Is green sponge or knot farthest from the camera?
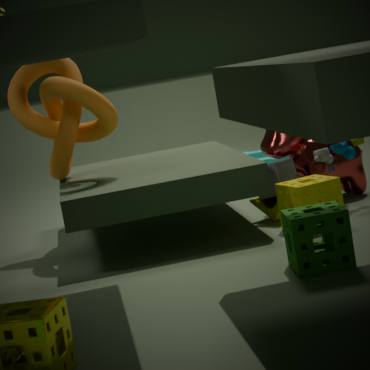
knot
